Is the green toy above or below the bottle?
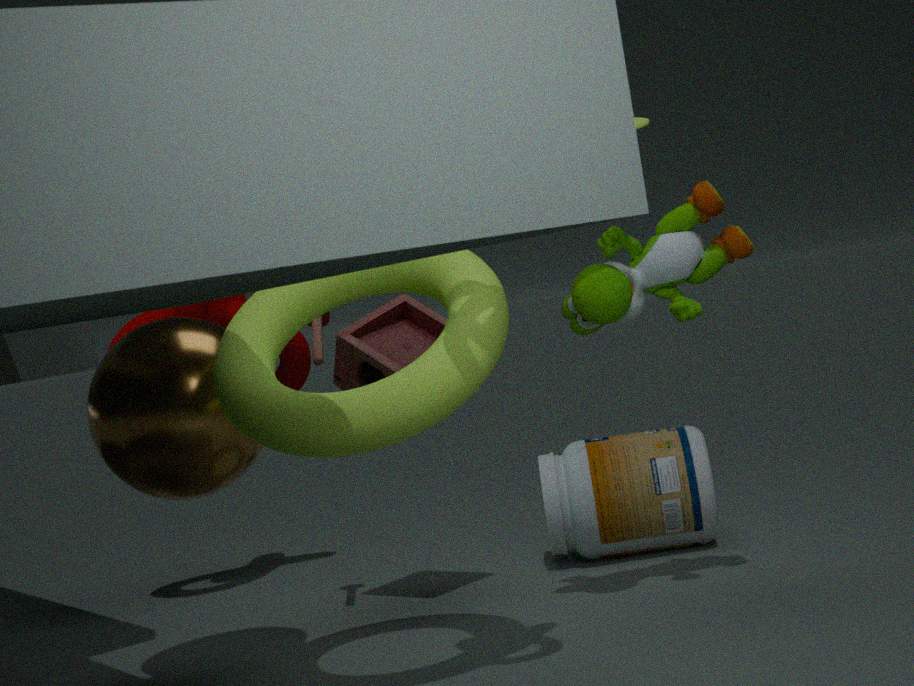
above
